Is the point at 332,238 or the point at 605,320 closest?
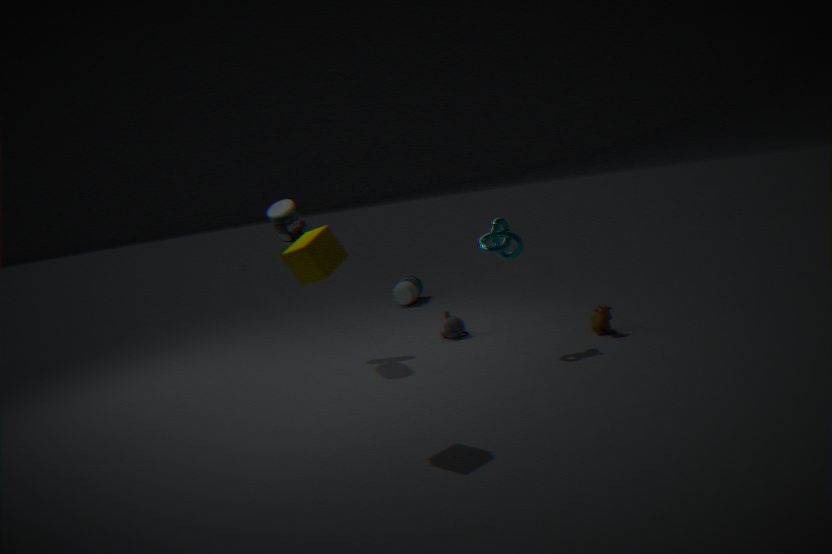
the point at 332,238
